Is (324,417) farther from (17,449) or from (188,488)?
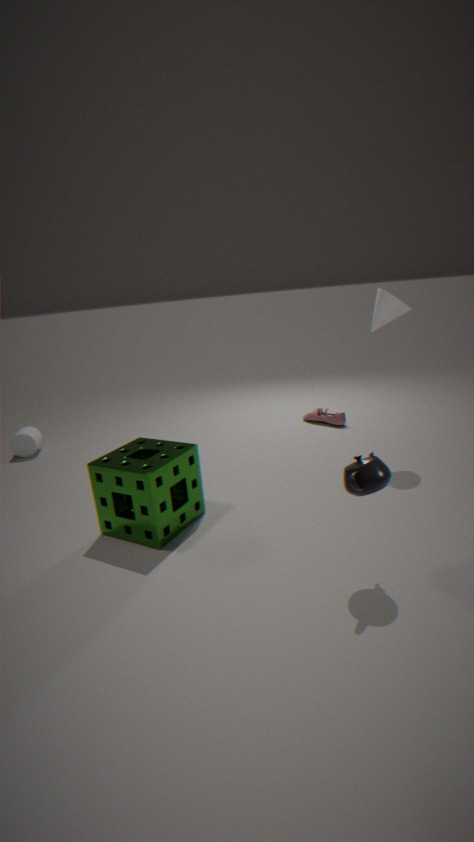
(17,449)
